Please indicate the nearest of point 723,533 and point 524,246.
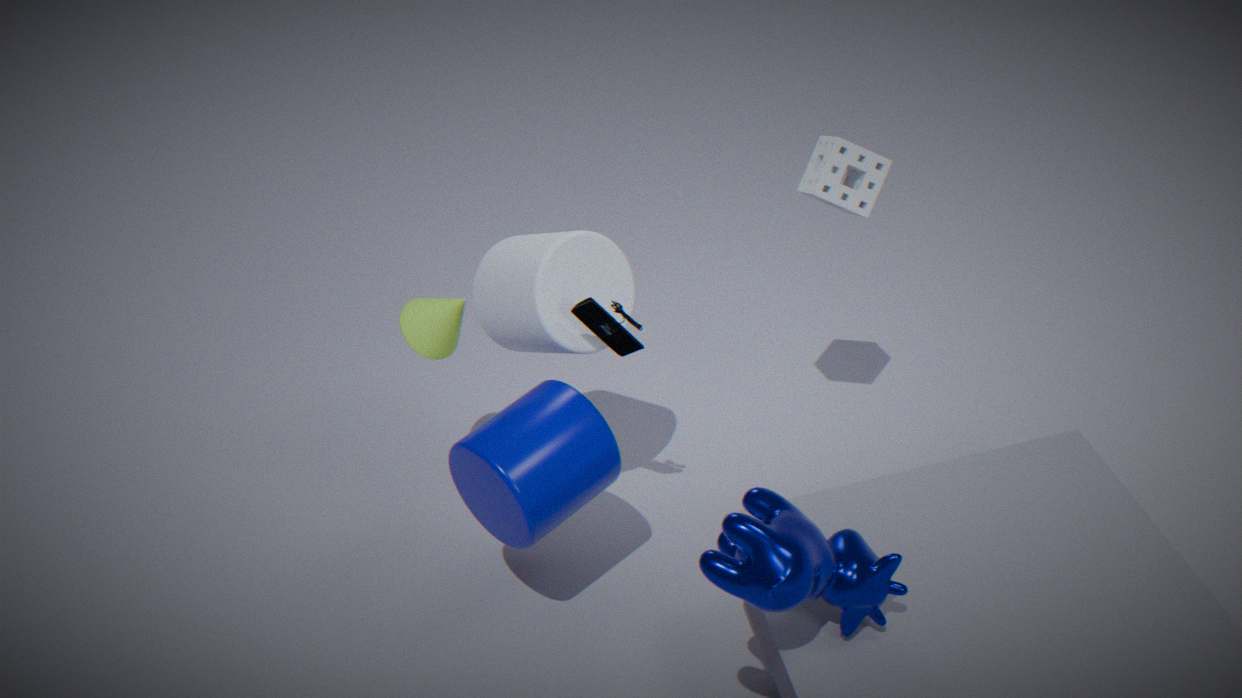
point 723,533
